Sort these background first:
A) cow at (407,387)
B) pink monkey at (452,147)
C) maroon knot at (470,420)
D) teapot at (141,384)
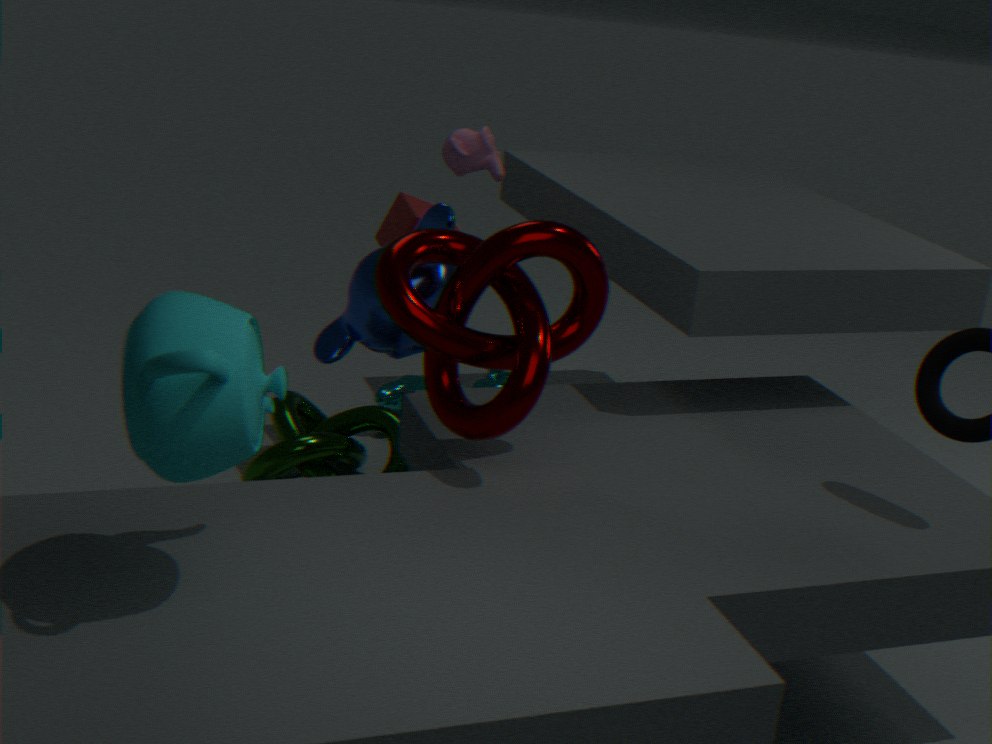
1. A. cow at (407,387)
2. B. pink monkey at (452,147)
3. C. maroon knot at (470,420)
4. D. teapot at (141,384)
